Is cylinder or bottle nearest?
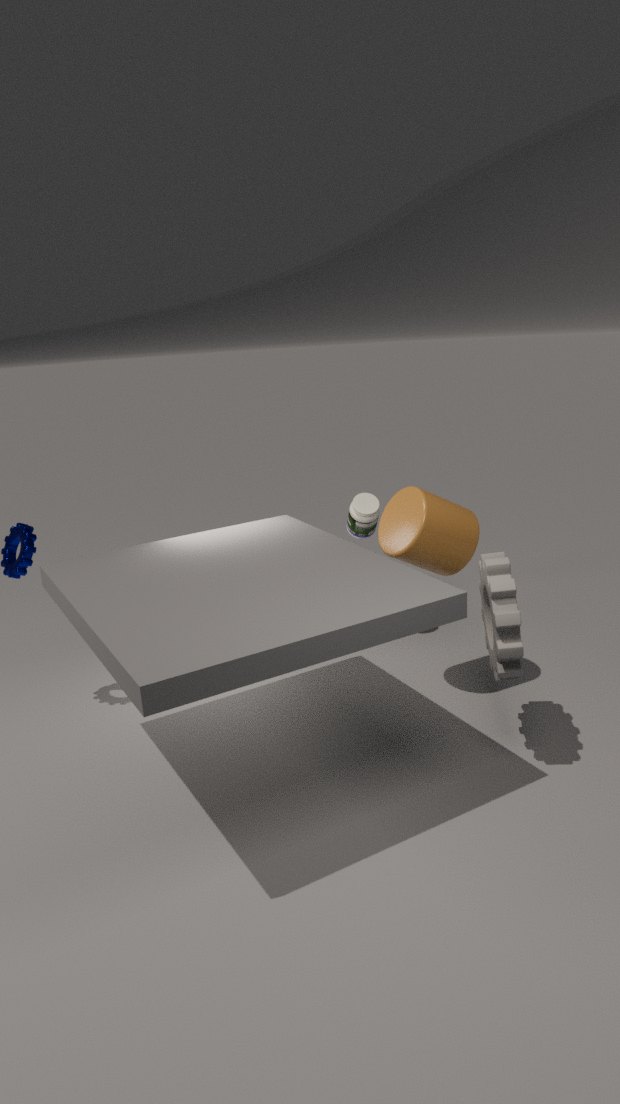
cylinder
